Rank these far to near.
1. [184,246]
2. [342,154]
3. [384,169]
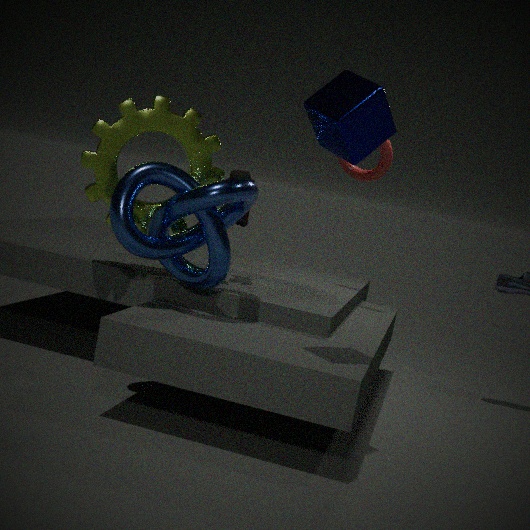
1. [384,169]
2. [184,246]
3. [342,154]
